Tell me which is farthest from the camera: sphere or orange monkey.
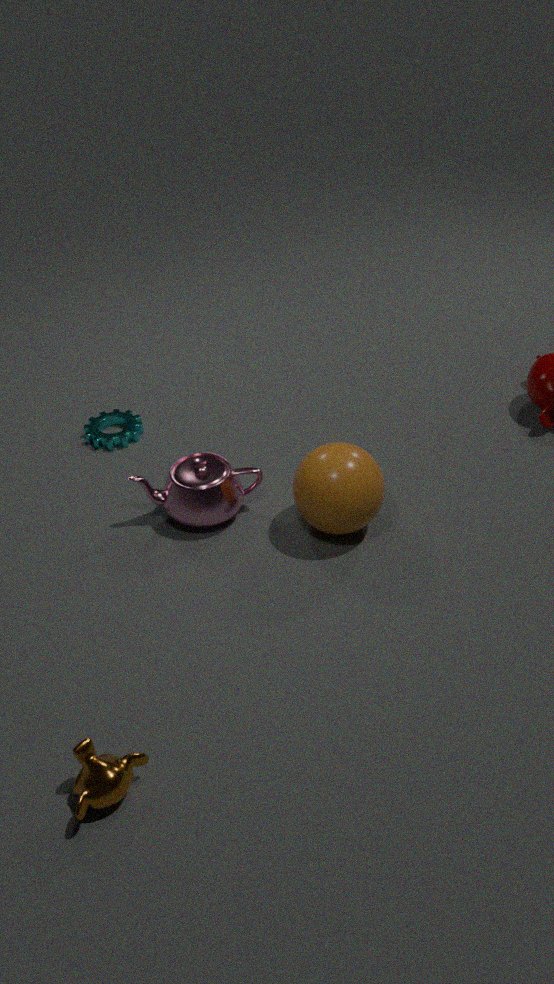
sphere
